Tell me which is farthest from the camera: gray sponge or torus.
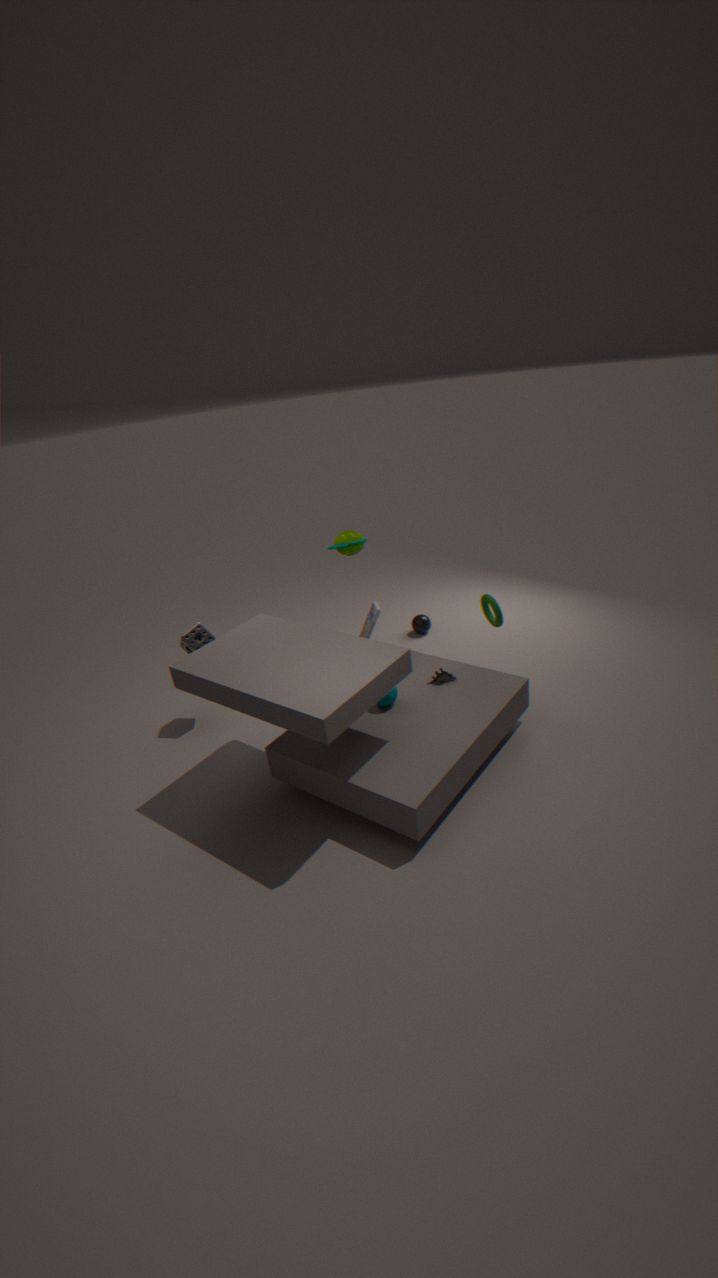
gray sponge
